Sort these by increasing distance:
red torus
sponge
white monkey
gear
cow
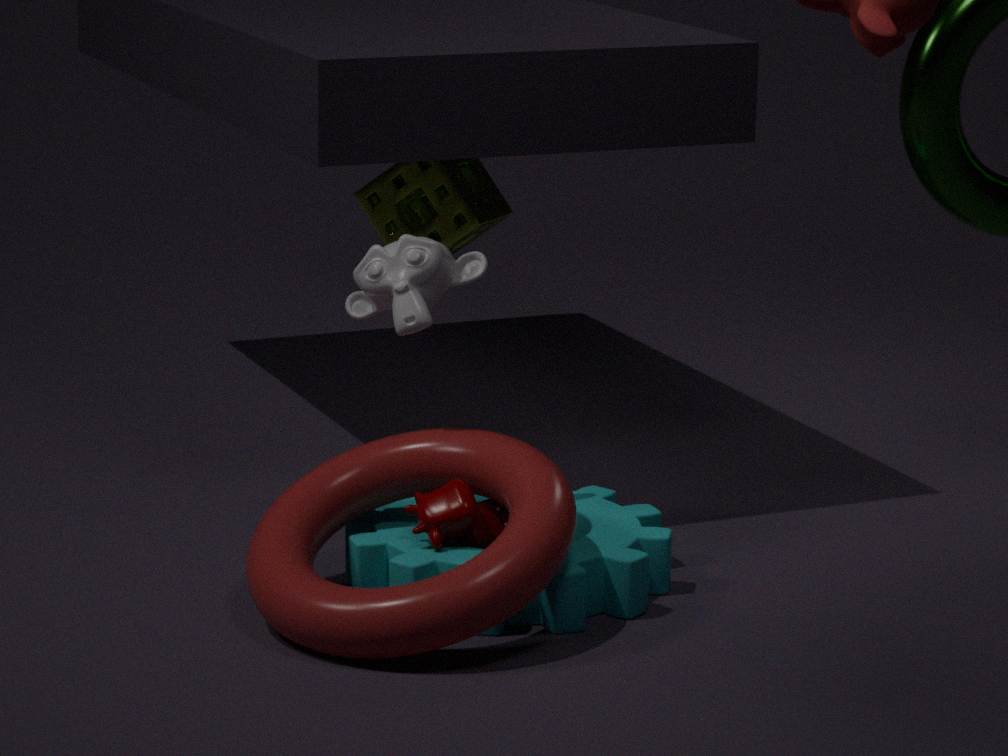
red torus
gear
cow
white monkey
sponge
